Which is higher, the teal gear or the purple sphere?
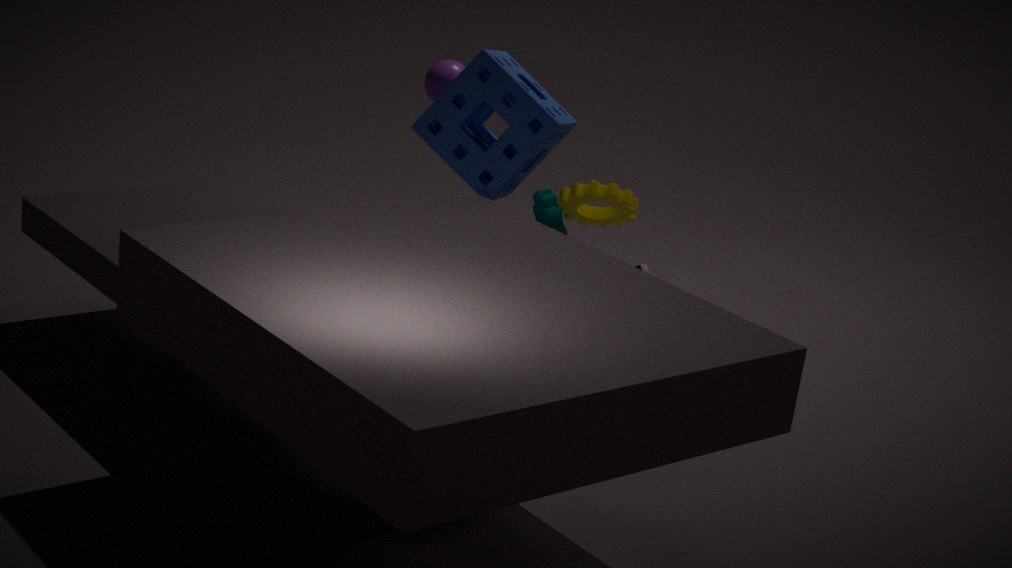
the purple sphere
